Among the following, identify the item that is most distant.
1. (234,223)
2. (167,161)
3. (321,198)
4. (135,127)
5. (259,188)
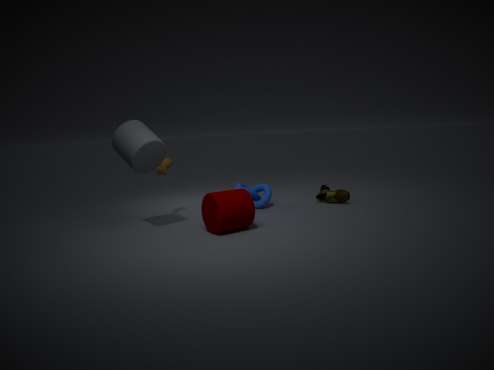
(321,198)
